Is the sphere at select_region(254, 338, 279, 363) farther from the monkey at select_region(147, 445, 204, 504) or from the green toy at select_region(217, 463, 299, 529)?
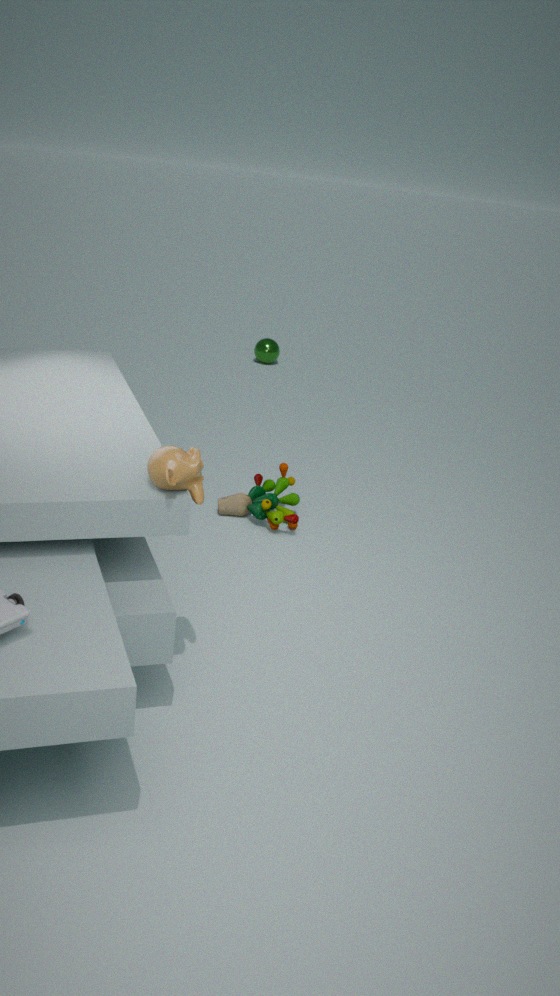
the monkey at select_region(147, 445, 204, 504)
